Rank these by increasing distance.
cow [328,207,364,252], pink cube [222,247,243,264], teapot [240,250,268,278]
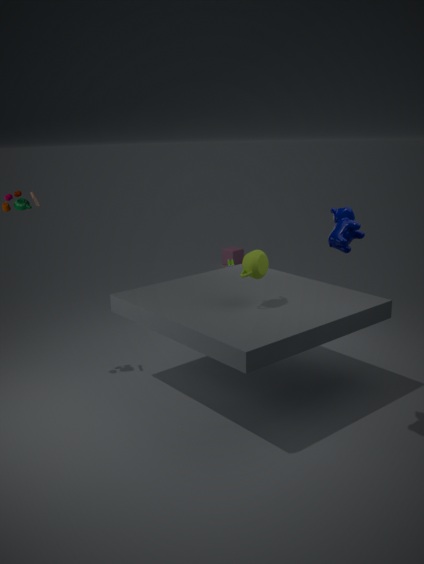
cow [328,207,364,252] → teapot [240,250,268,278] → pink cube [222,247,243,264]
